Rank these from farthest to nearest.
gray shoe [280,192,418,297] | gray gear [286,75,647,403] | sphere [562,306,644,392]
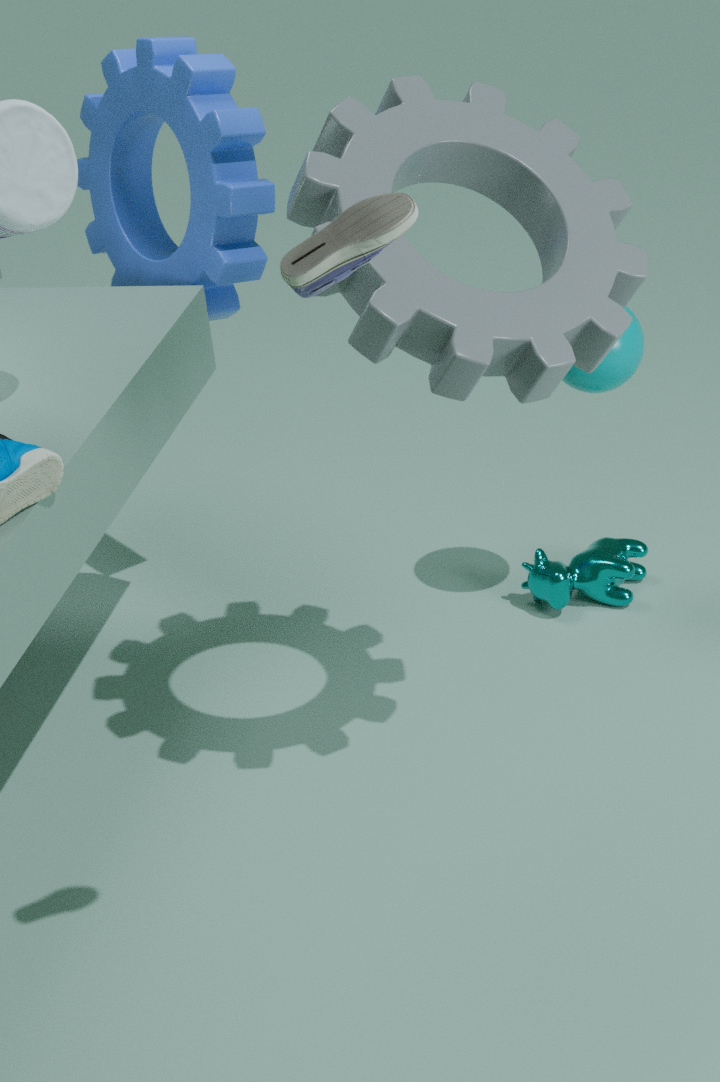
sphere [562,306,644,392]
gray gear [286,75,647,403]
gray shoe [280,192,418,297]
